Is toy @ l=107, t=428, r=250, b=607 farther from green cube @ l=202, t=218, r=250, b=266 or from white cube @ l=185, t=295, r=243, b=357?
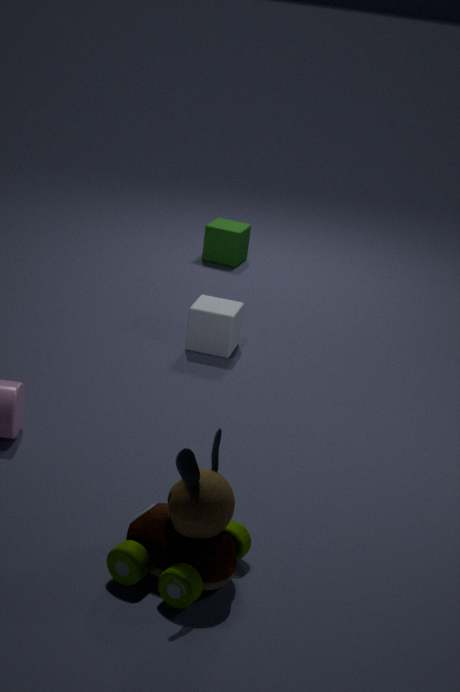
green cube @ l=202, t=218, r=250, b=266
